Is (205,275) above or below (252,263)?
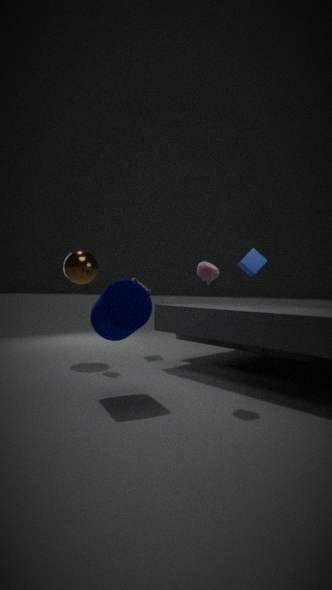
below
